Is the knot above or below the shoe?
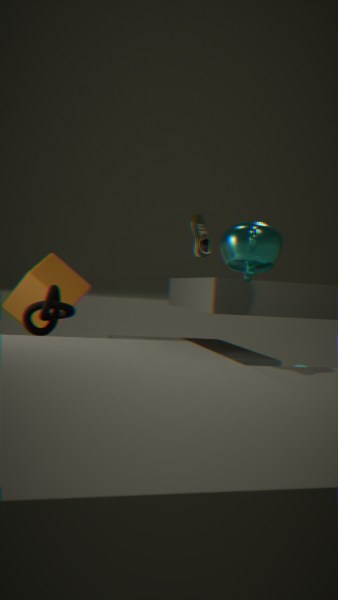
below
